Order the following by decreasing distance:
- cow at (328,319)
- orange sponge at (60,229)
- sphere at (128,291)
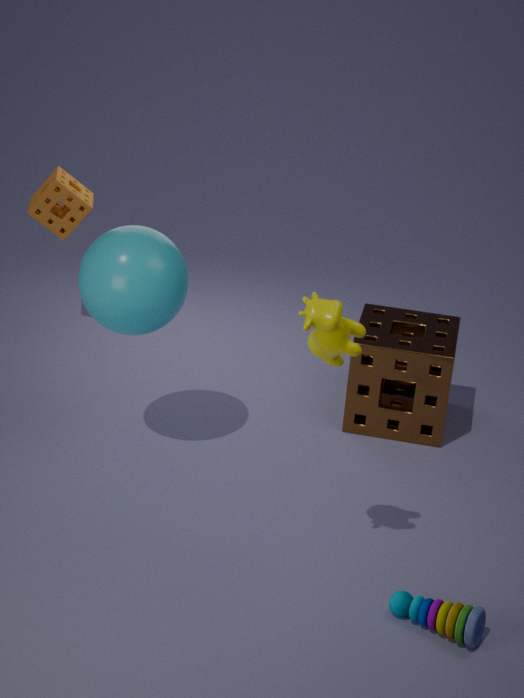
orange sponge at (60,229) < sphere at (128,291) < cow at (328,319)
